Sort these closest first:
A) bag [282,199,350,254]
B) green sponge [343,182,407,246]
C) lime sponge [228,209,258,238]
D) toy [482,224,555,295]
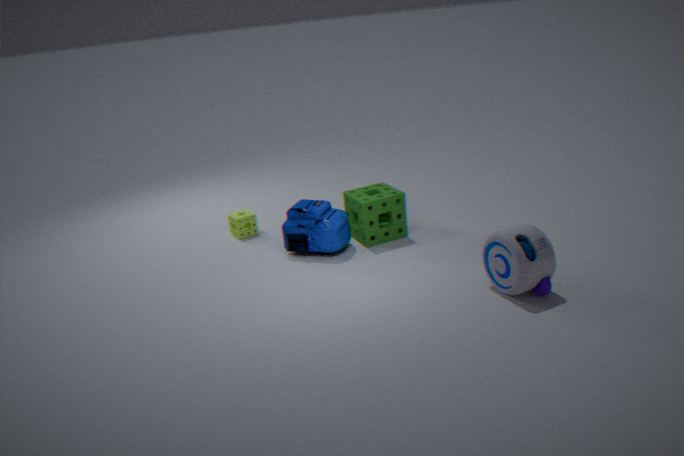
A: toy [482,224,555,295] < bag [282,199,350,254] < green sponge [343,182,407,246] < lime sponge [228,209,258,238]
